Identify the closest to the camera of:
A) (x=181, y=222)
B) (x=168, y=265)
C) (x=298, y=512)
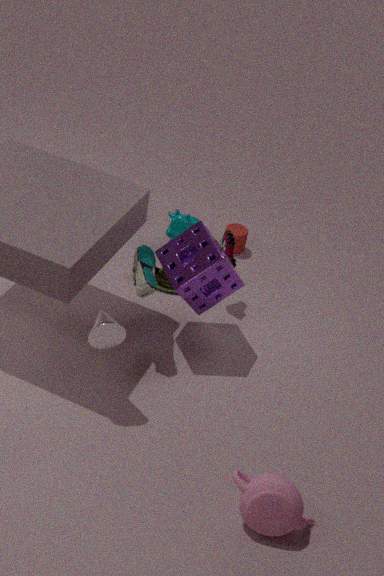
(x=298, y=512)
